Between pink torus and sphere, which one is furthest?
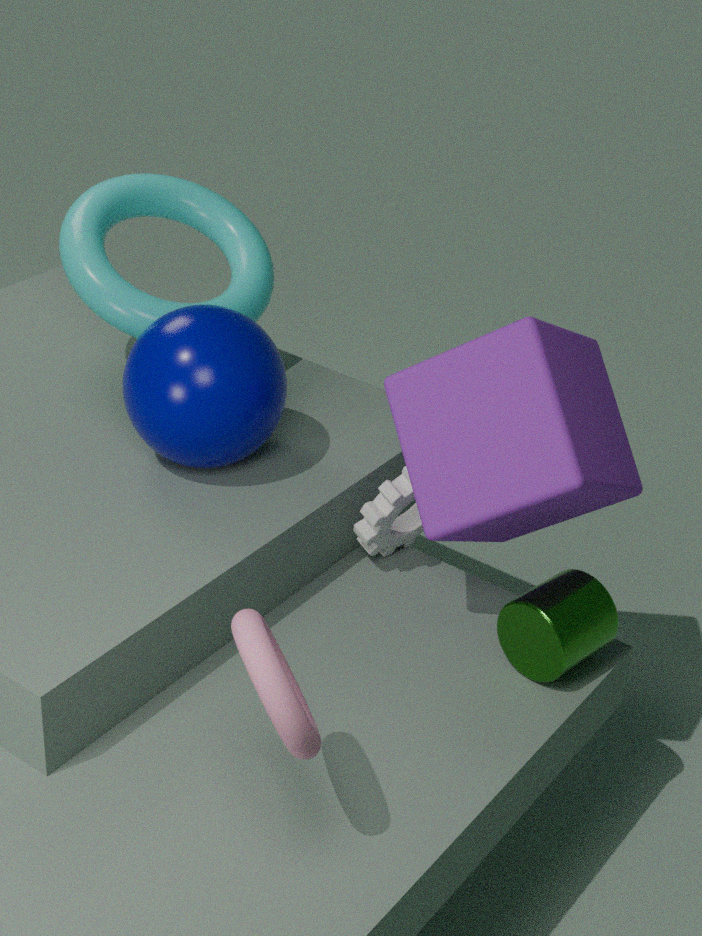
sphere
